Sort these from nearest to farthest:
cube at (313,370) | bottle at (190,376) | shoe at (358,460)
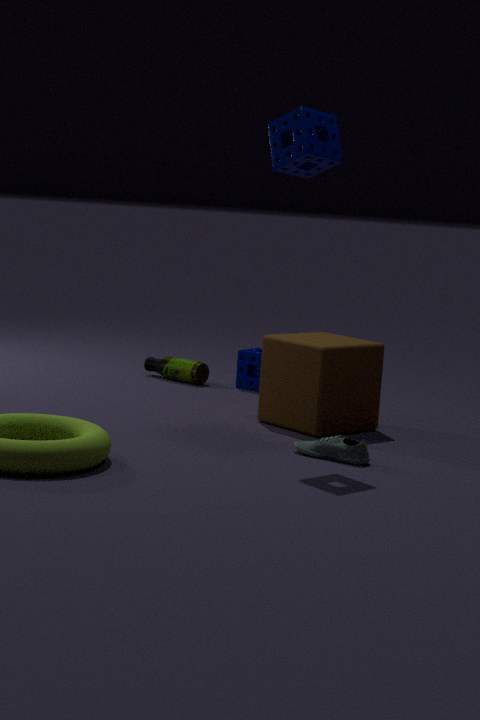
shoe at (358,460) < cube at (313,370) < bottle at (190,376)
